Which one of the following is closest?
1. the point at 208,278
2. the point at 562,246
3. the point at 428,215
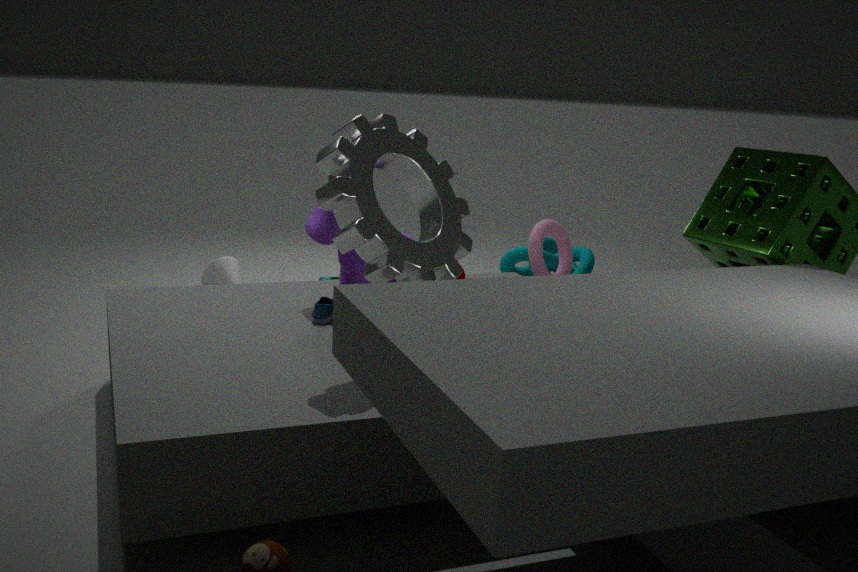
the point at 428,215
